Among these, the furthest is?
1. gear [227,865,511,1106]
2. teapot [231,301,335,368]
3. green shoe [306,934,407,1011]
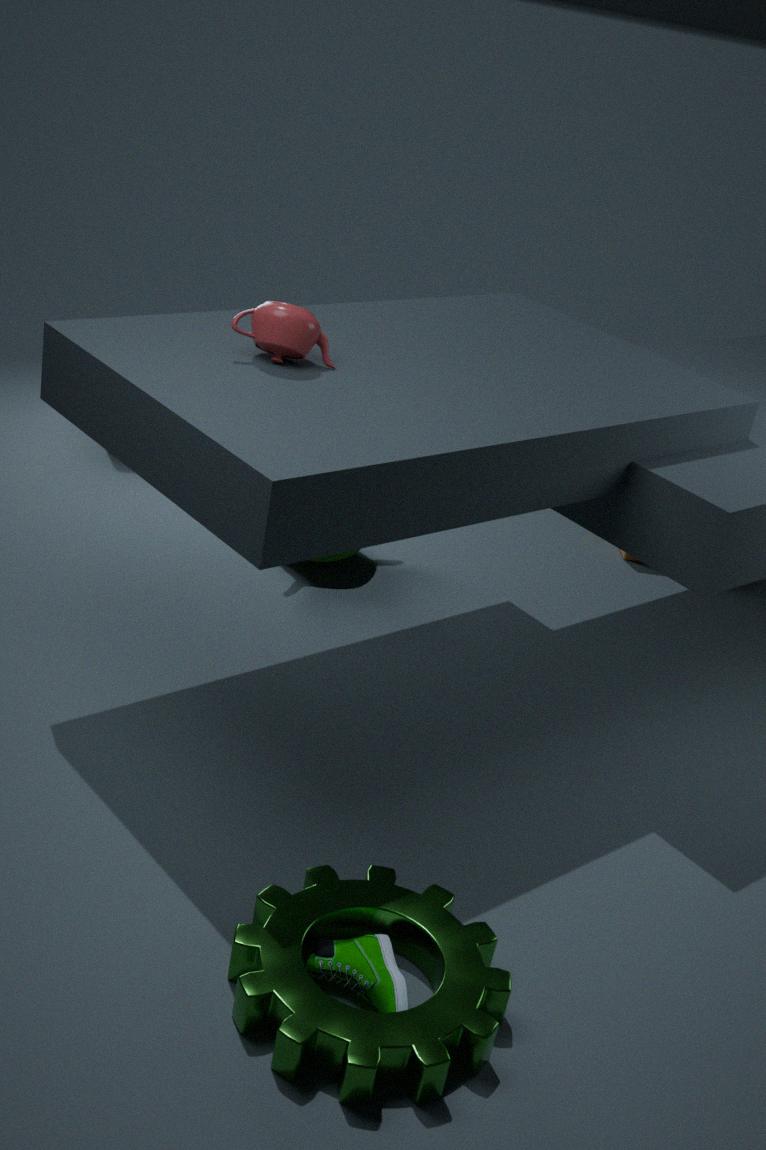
teapot [231,301,335,368]
